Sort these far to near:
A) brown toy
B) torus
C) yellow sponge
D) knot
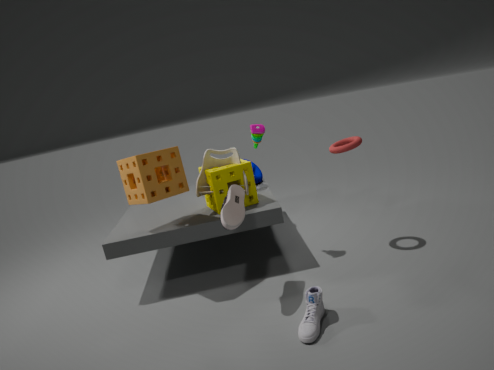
knot, brown toy, yellow sponge, torus
